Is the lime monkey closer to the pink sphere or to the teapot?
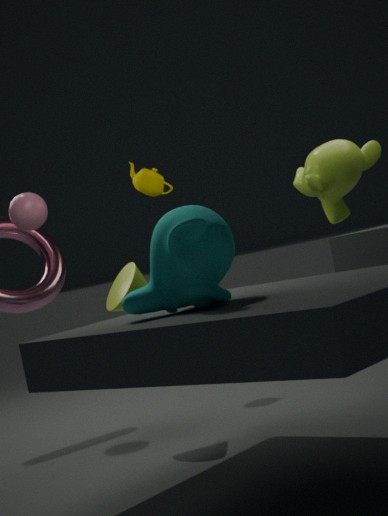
the teapot
